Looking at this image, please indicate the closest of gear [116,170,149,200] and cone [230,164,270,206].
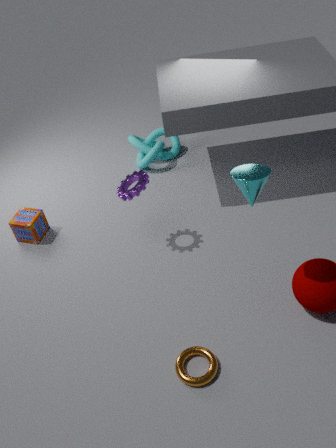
cone [230,164,270,206]
